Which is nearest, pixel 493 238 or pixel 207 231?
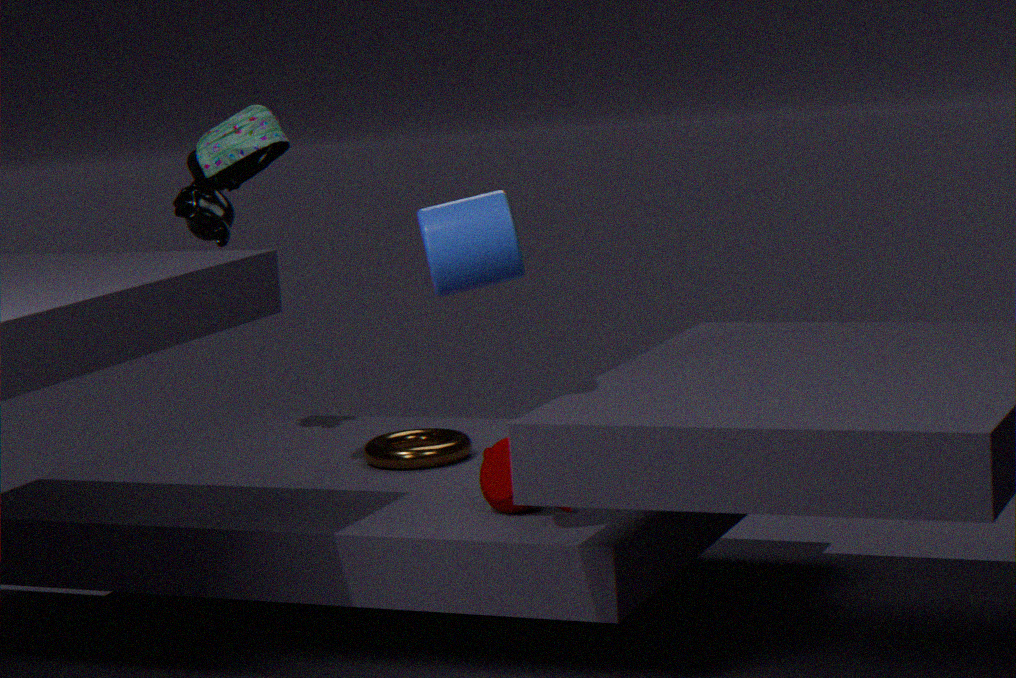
pixel 493 238
